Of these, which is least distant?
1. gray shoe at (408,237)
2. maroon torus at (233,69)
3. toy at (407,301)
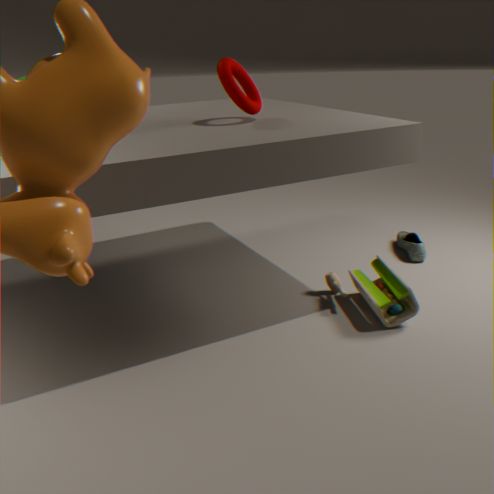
toy at (407,301)
